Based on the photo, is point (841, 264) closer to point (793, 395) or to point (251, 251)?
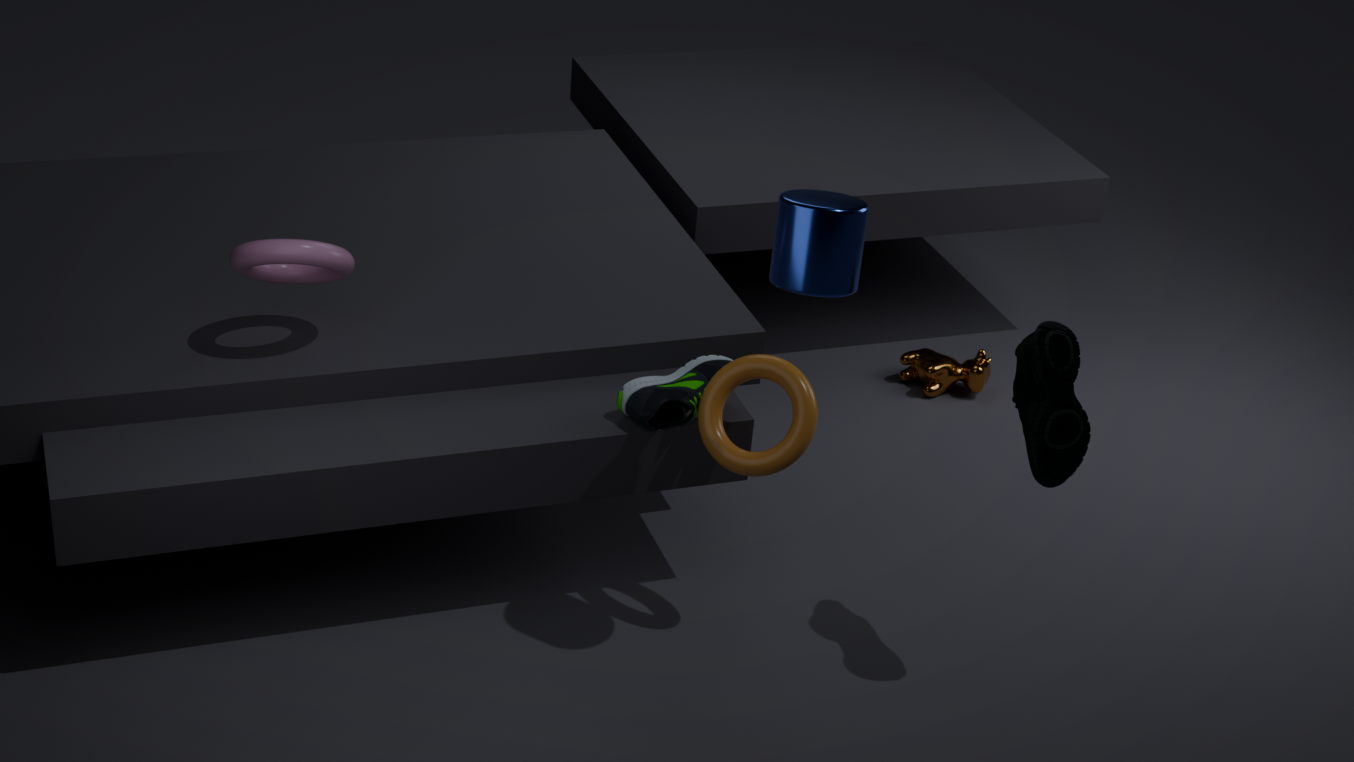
point (793, 395)
